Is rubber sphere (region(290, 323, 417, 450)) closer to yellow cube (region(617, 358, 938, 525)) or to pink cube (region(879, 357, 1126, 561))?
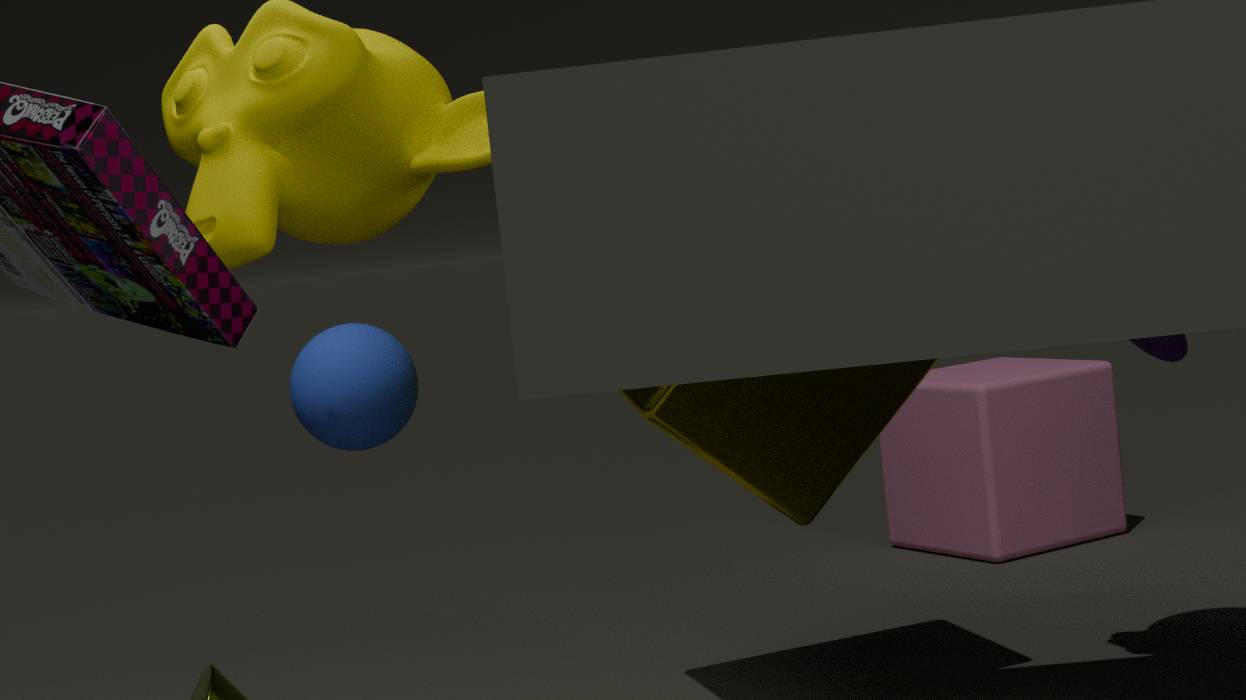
yellow cube (region(617, 358, 938, 525))
